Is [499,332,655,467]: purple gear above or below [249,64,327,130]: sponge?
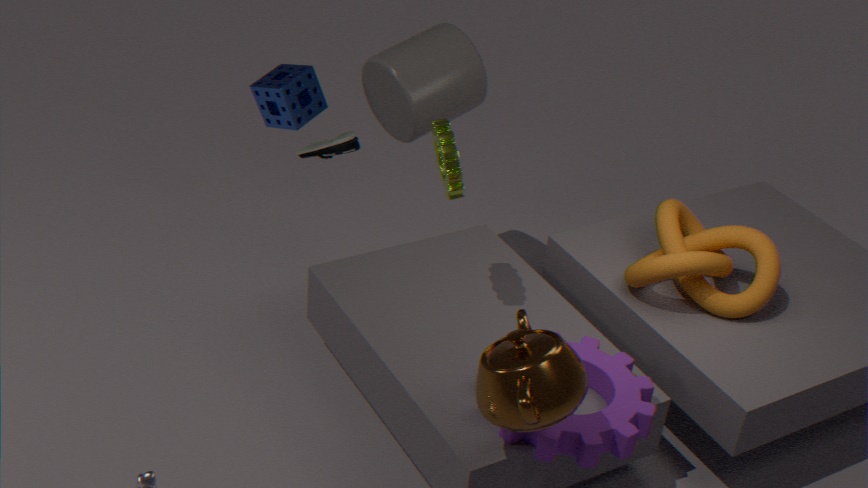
below
